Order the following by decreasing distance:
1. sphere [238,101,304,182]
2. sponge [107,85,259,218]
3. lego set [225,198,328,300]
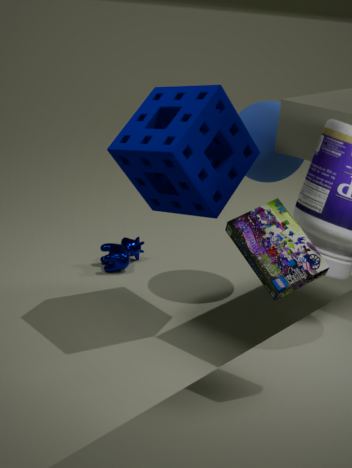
sphere [238,101,304,182]
sponge [107,85,259,218]
lego set [225,198,328,300]
